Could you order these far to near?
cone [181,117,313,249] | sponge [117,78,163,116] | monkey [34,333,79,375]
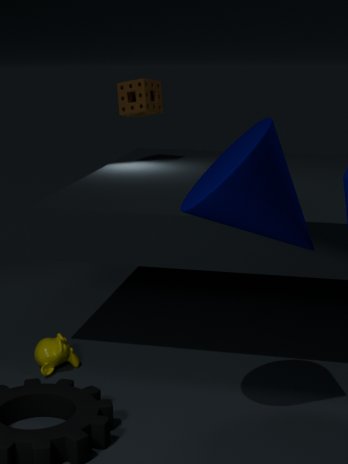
sponge [117,78,163,116], monkey [34,333,79,375], cone [181,117,313,249]
